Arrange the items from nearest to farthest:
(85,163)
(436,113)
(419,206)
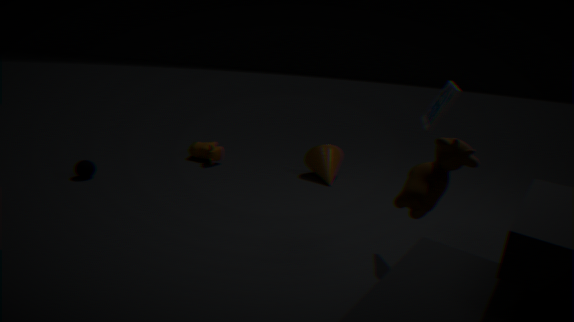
(419,206) → (436,113) → (85,163)
